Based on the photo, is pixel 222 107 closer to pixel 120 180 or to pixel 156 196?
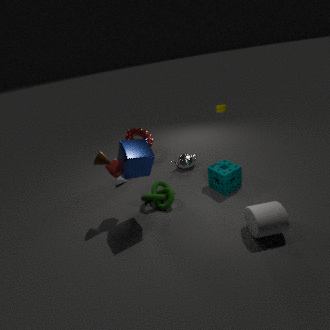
pixel 156 196
